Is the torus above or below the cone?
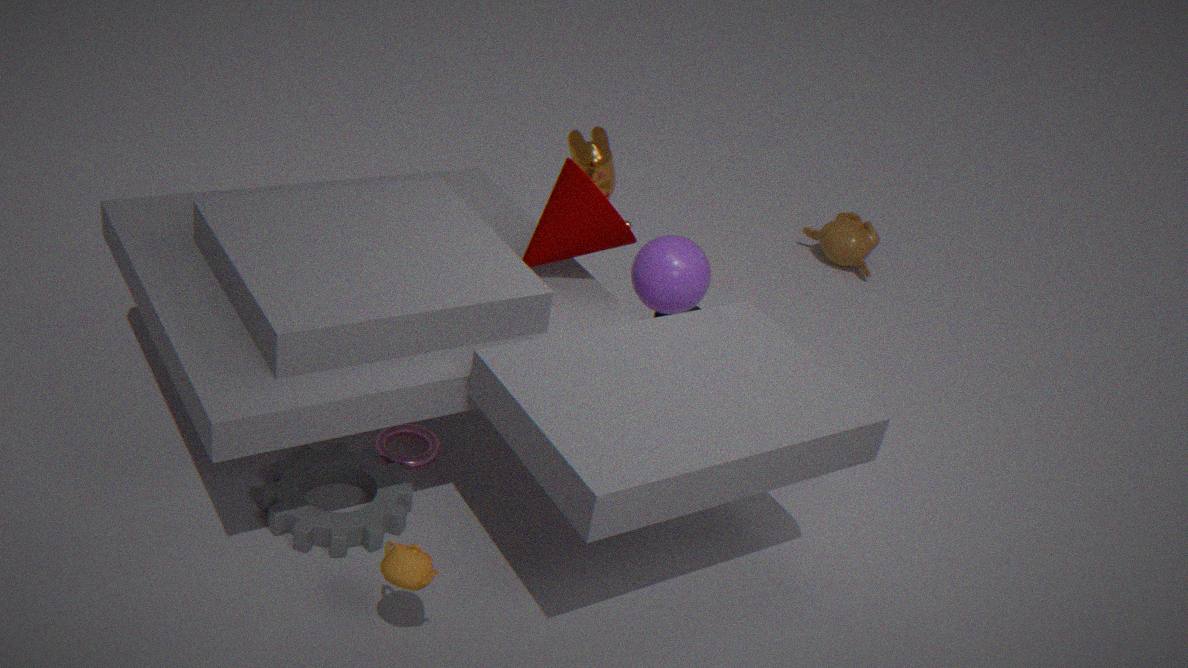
below
